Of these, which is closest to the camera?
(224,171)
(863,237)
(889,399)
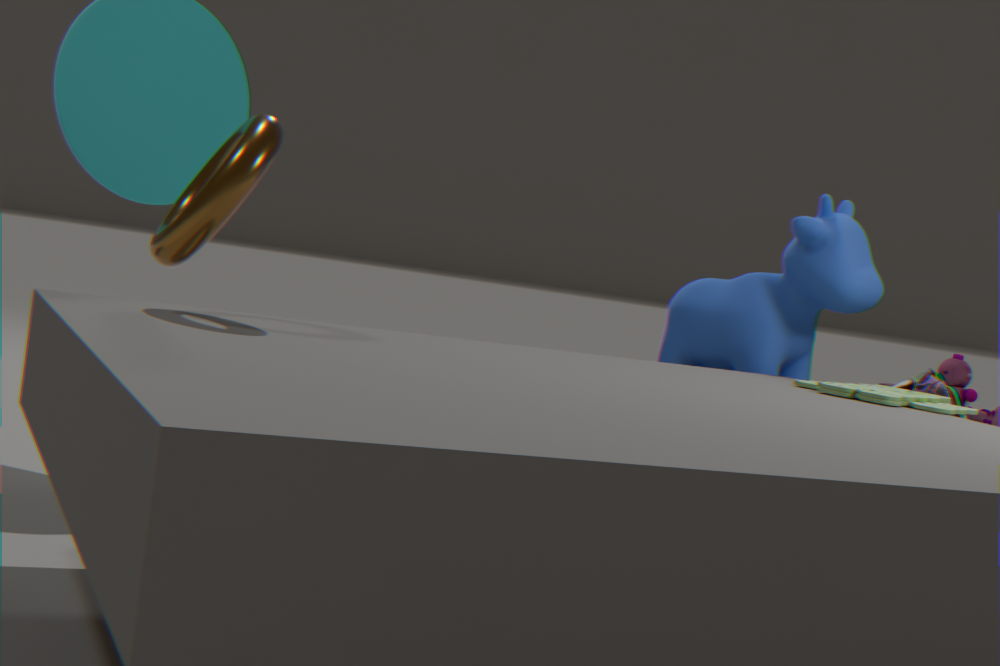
(224,171)
